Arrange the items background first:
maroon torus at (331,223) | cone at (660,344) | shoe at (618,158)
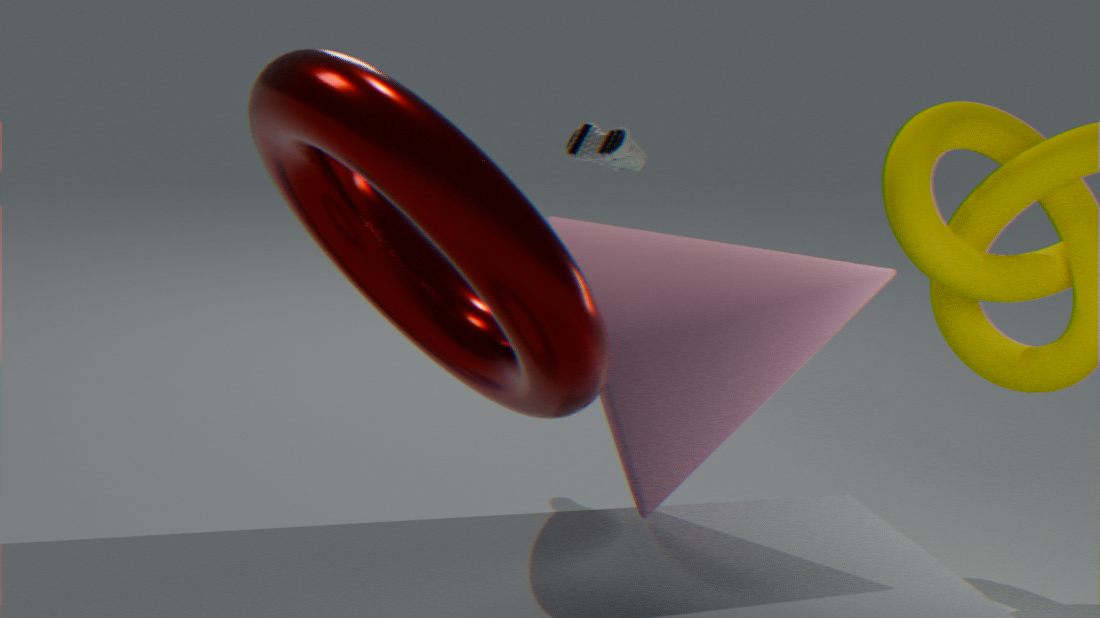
shoe at (618,158) < cone at (660,344) < maroon torus at (331,223)
